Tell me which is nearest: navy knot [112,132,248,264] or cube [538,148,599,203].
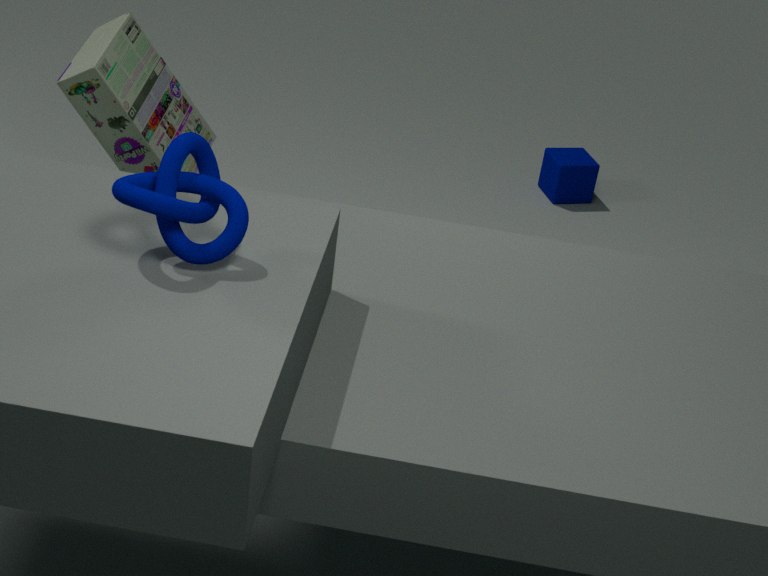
navy knot [112,132,248,264]
